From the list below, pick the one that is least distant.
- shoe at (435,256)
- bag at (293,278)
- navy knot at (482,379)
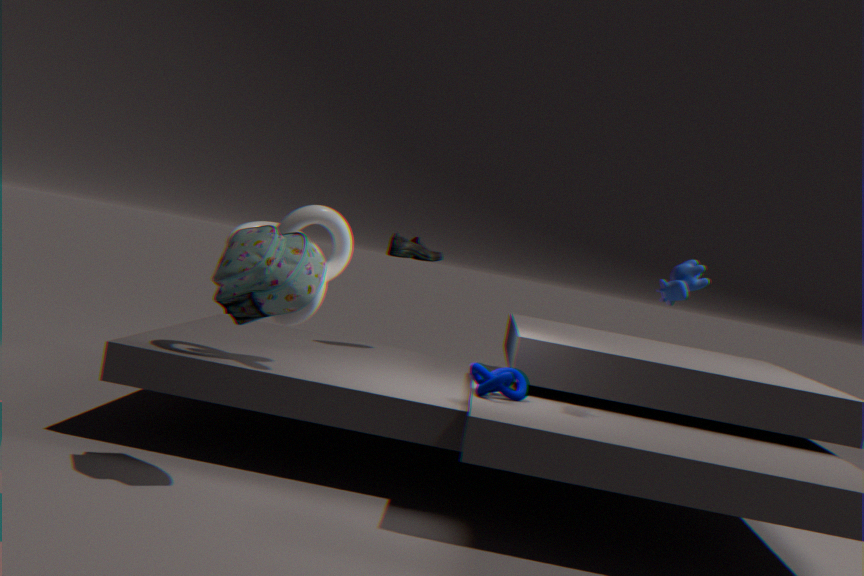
bag at (293,278)
